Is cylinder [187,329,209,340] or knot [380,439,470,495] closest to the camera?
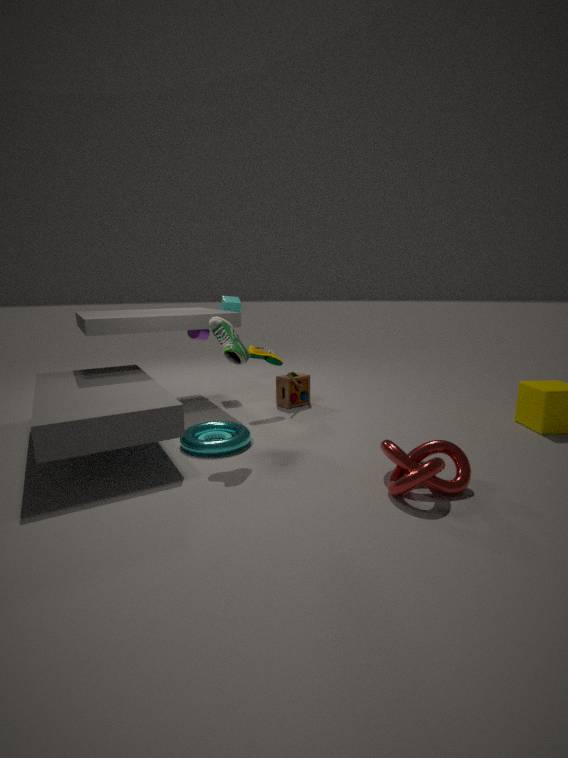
knot [380,439,470,495]
